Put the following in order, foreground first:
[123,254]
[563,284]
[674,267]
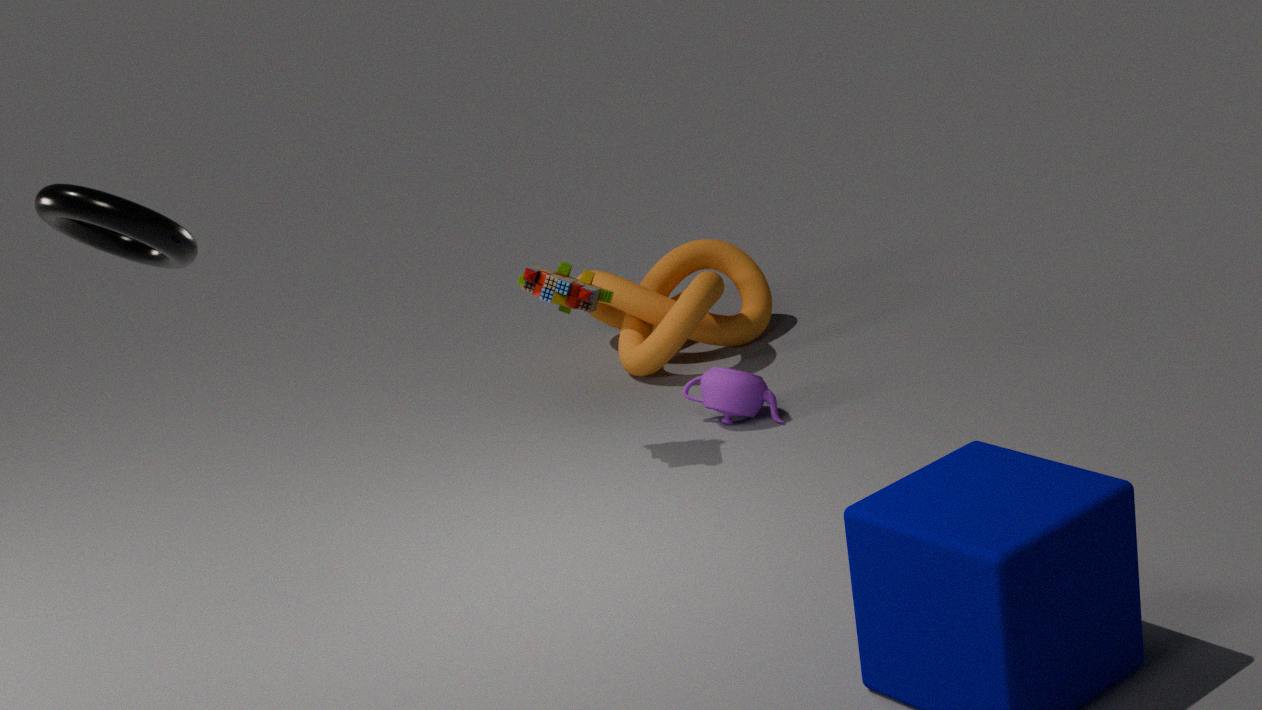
[123,254]
[563,284]
[674,267]
